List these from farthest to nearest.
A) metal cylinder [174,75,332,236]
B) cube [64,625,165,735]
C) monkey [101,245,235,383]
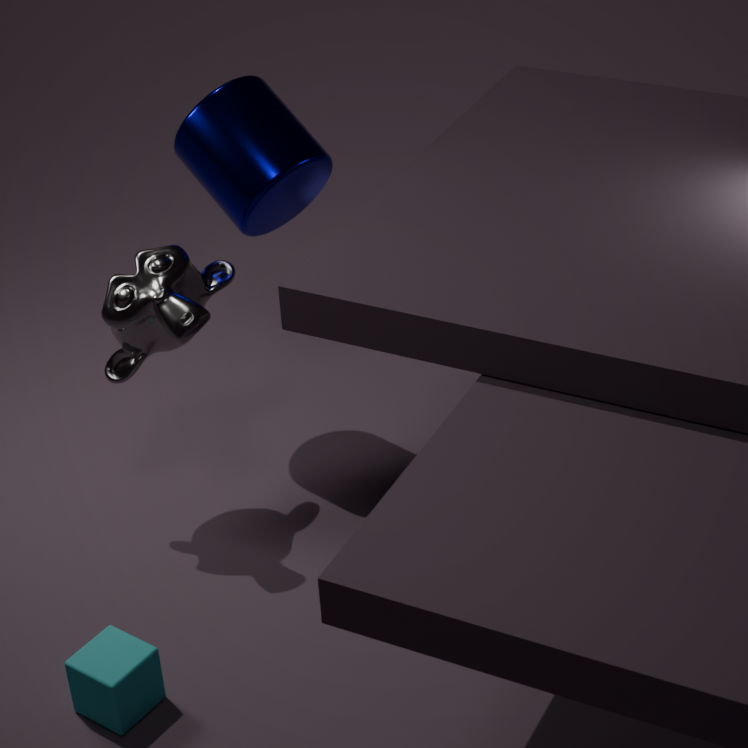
A. metal cylinder [174,75,332,236] < C. monkey [101,245,235,383] < B. cube [64,625,165,735]
